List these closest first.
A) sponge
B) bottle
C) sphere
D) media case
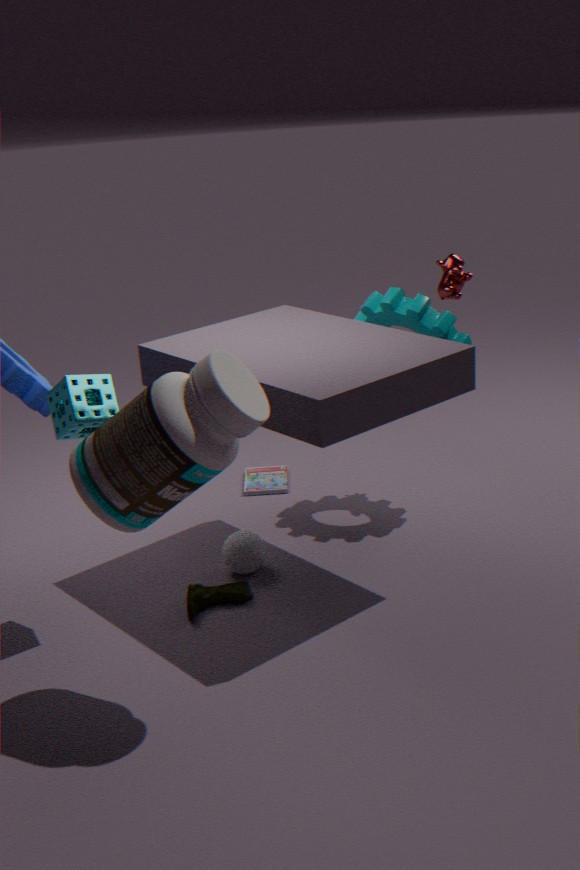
1. bottle
2. sponge
3. sphere
4. media case
